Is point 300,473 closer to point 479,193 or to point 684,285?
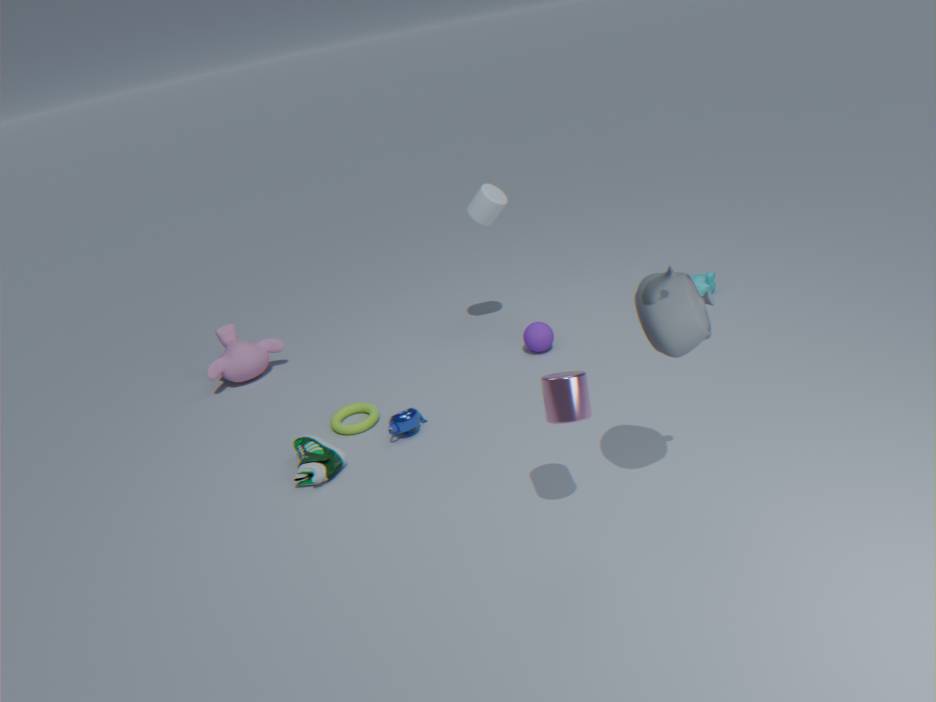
point 479,193
